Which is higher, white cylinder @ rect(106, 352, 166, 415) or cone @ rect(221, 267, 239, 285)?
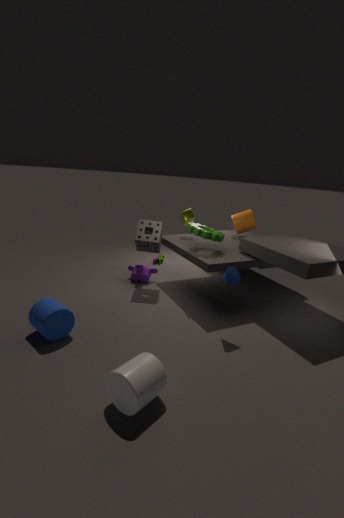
cone @ rect(221, 267, 239, 285)
